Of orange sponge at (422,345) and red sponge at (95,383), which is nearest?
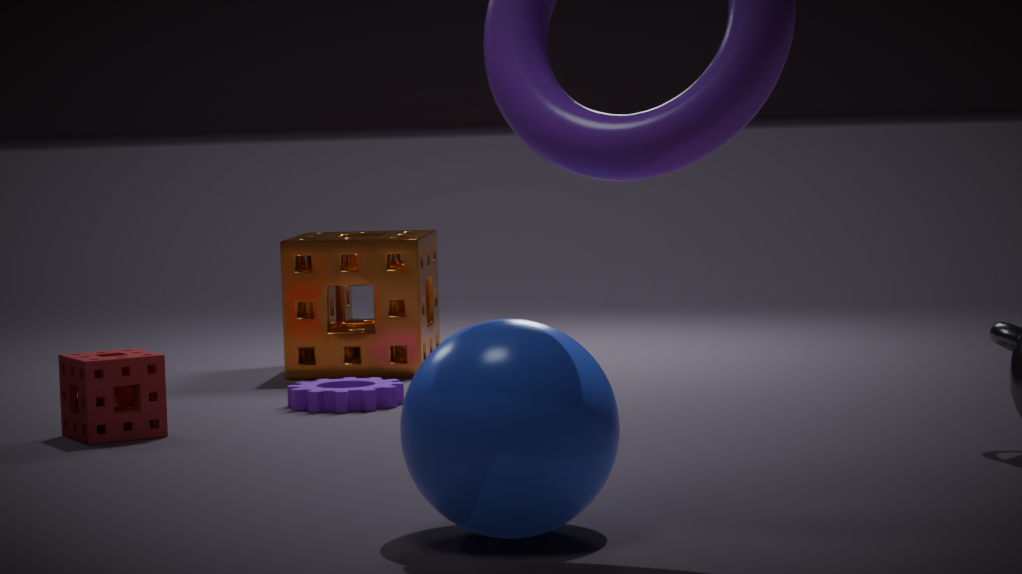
red sponge at (95,383)
